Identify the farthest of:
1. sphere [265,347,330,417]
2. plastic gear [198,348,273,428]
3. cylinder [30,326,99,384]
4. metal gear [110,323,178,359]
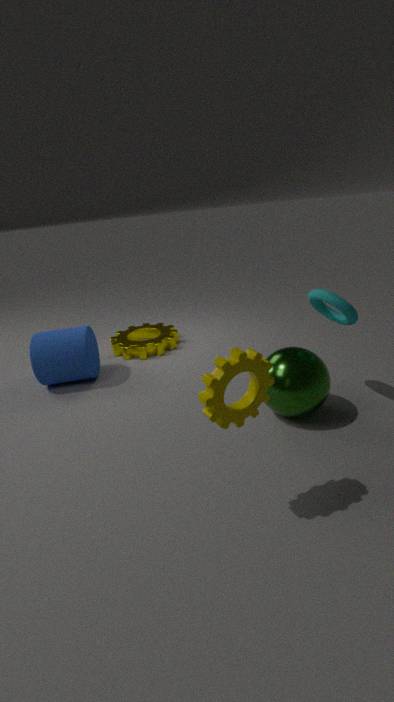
metal gear [110,323,178,359]
